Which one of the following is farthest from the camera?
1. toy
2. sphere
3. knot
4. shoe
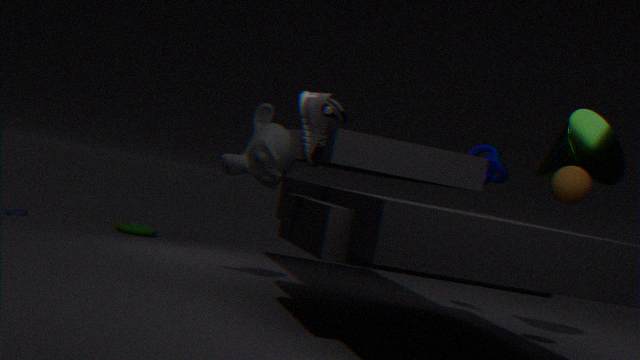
toy
